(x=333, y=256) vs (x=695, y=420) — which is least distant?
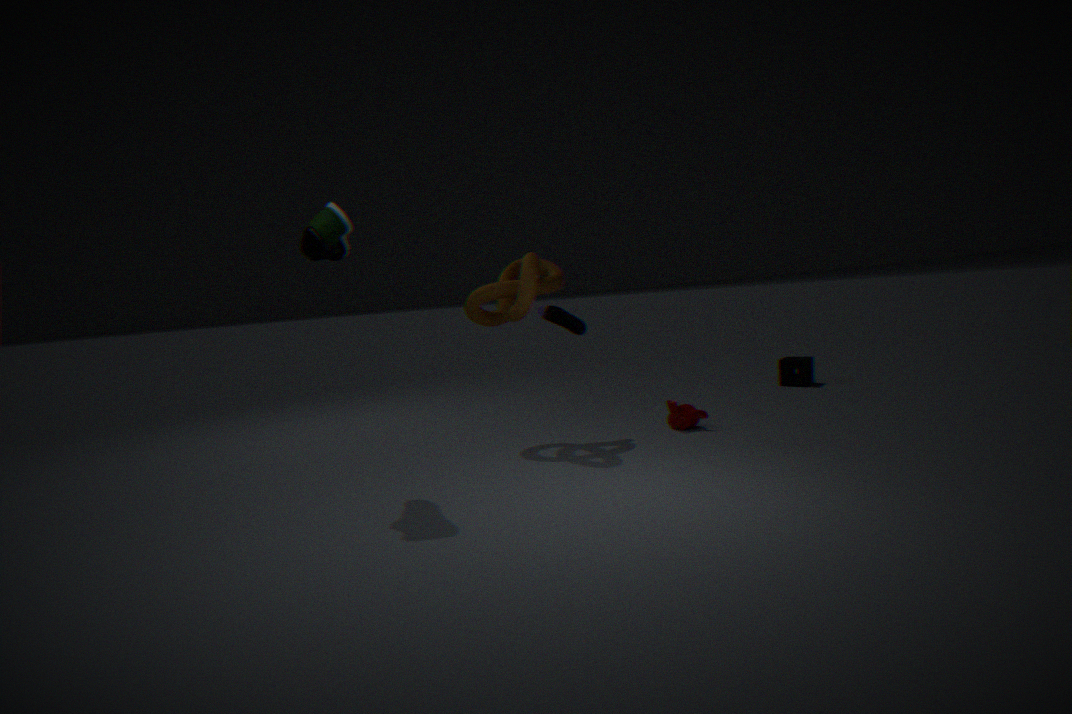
(x=333, y=256)
